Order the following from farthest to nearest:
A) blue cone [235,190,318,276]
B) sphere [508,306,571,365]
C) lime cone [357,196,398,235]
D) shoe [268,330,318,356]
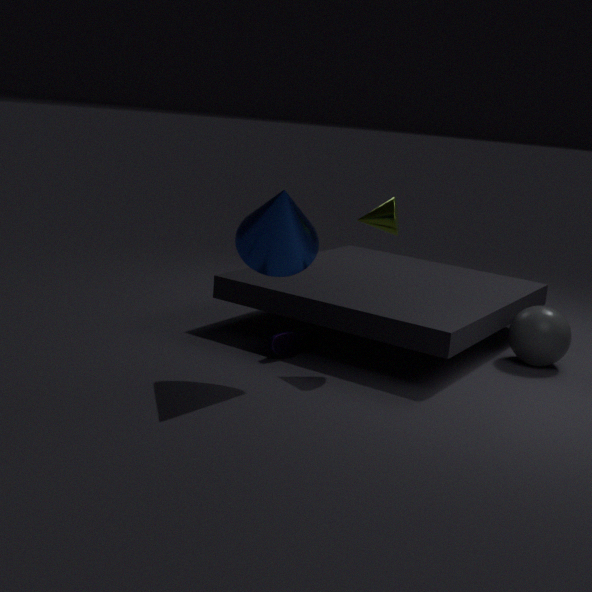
1. sphere [508,306,571,365]
2. shoe [268,330,318,356]
3. lime cone [357,196,398,235]
4. blue cone [235,190,318,276]
